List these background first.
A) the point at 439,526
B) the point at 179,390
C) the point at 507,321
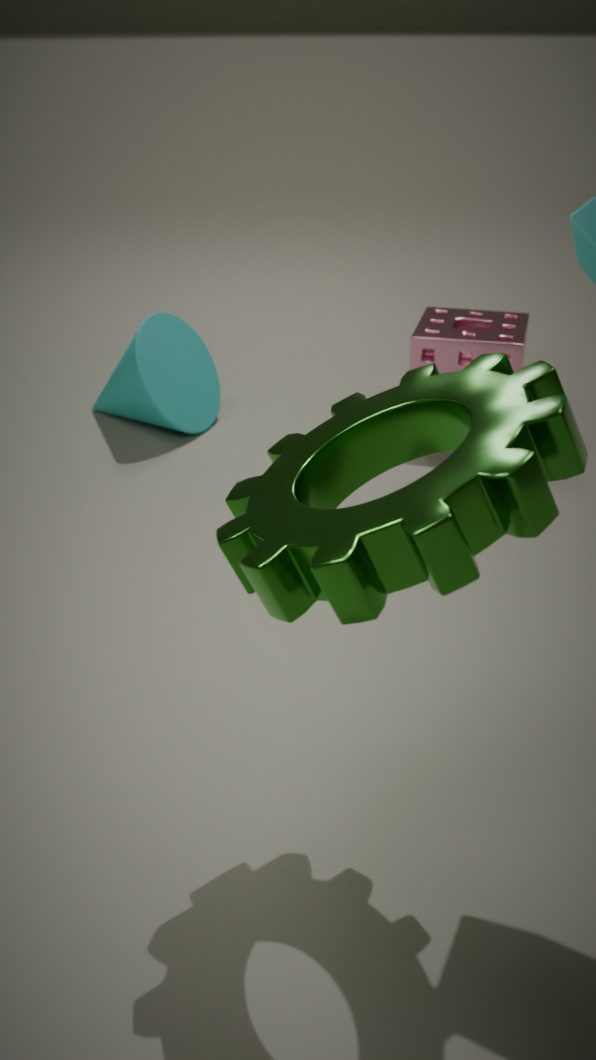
the point at 179,390 → the point at 507,321 → the point at 439,526
